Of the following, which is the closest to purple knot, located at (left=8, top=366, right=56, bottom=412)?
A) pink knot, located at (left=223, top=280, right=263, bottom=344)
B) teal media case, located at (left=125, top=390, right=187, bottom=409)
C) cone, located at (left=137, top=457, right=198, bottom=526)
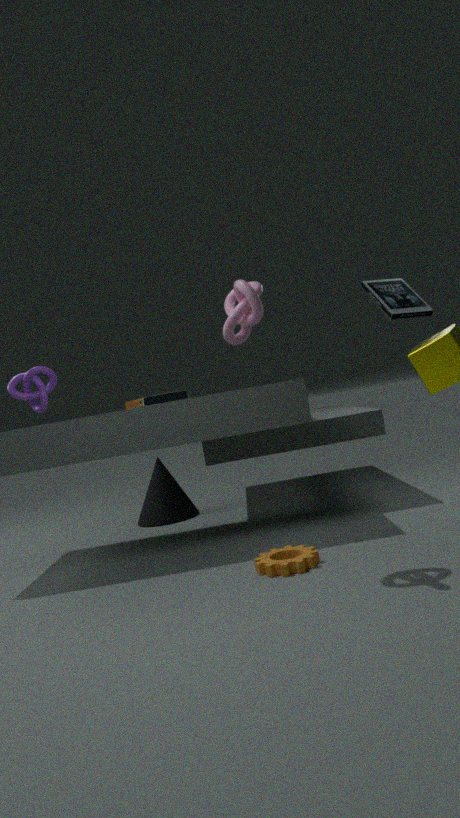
teal media case, located at (left=125, top=390, right=187, bottom=409)
